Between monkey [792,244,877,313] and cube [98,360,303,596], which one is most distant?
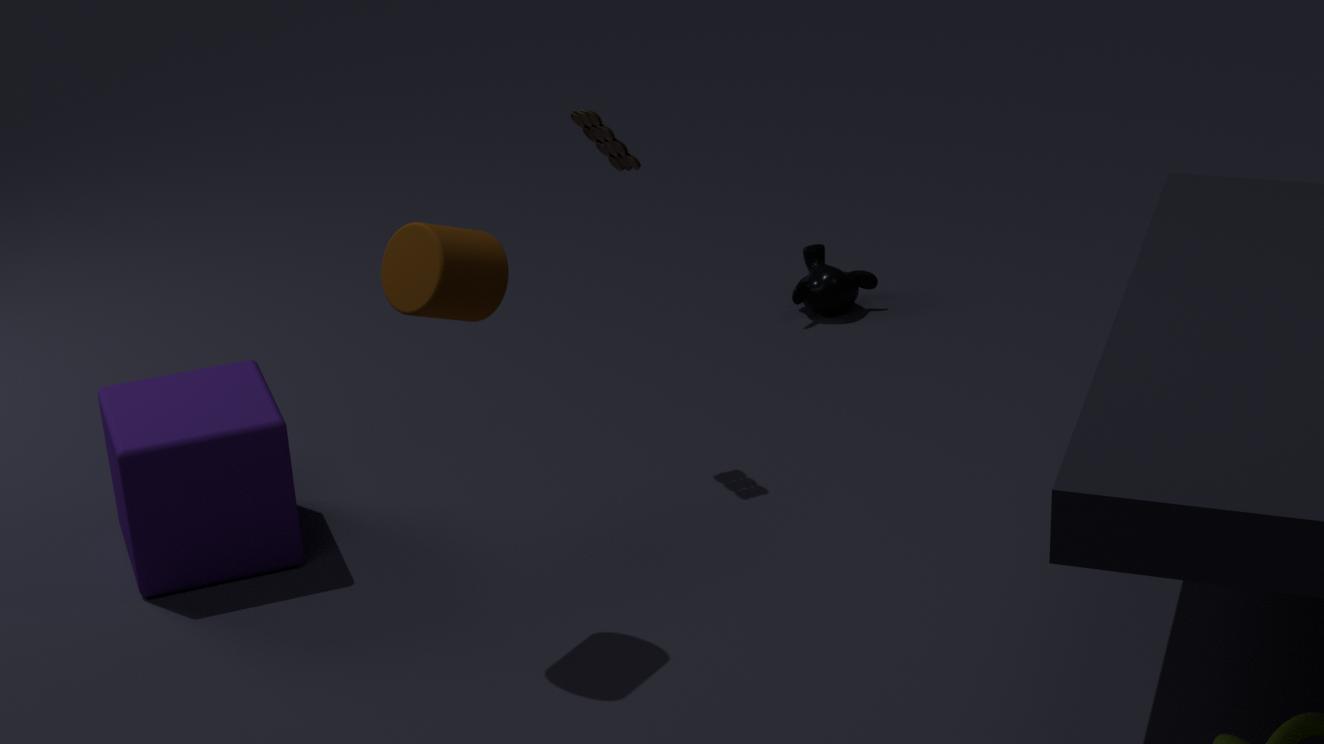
monkey [792,244,877,313]
